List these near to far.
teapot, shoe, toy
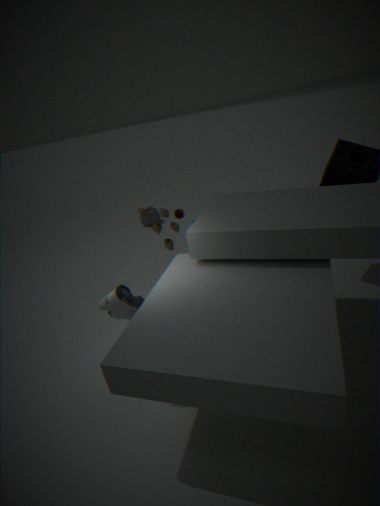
shoe, toy, teapot
